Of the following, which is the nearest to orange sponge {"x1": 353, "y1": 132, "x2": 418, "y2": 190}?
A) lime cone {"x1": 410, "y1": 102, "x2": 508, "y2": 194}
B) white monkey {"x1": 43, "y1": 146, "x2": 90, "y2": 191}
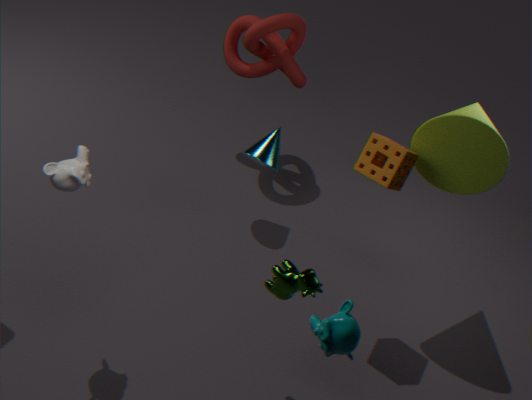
lime cone {"x1": 410, "y1": 102, "x2": 508, "y2": 194}
